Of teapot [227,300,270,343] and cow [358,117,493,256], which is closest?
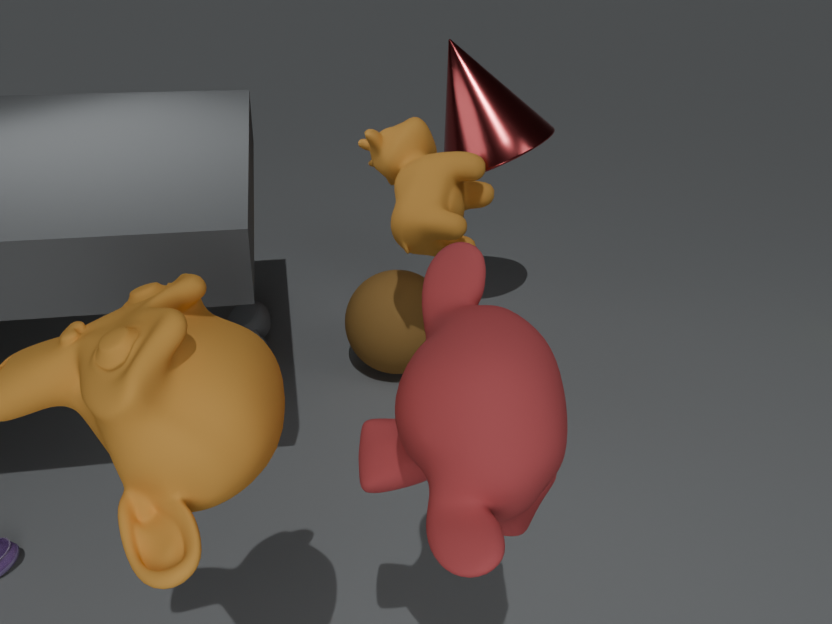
cow [358,117,493,256]
